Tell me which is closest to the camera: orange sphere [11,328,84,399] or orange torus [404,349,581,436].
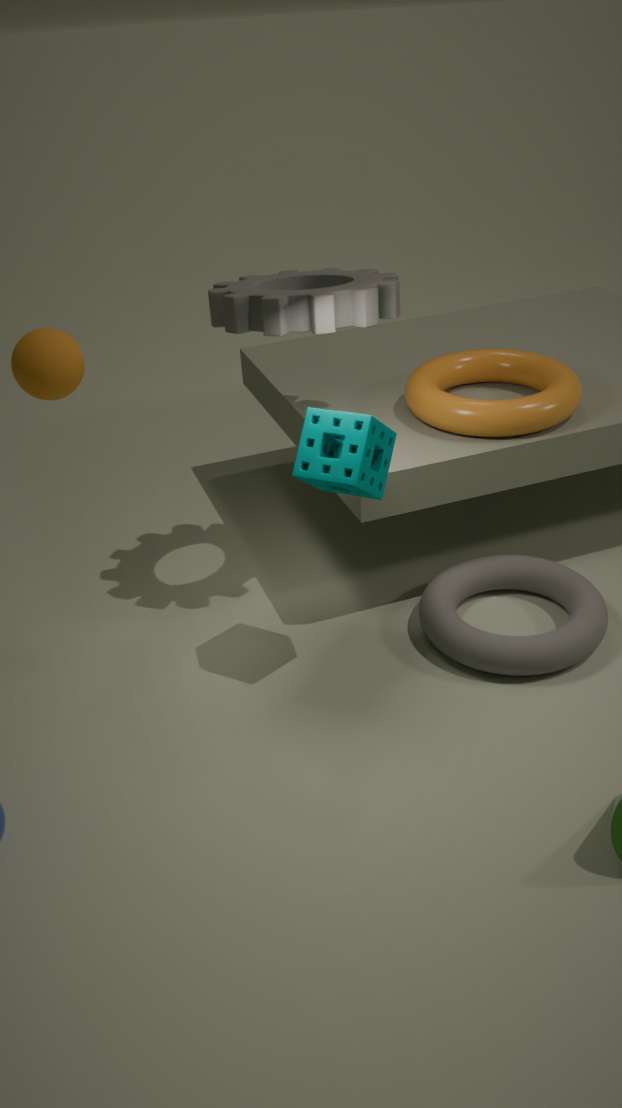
orange sphere [11,328,84,399]
